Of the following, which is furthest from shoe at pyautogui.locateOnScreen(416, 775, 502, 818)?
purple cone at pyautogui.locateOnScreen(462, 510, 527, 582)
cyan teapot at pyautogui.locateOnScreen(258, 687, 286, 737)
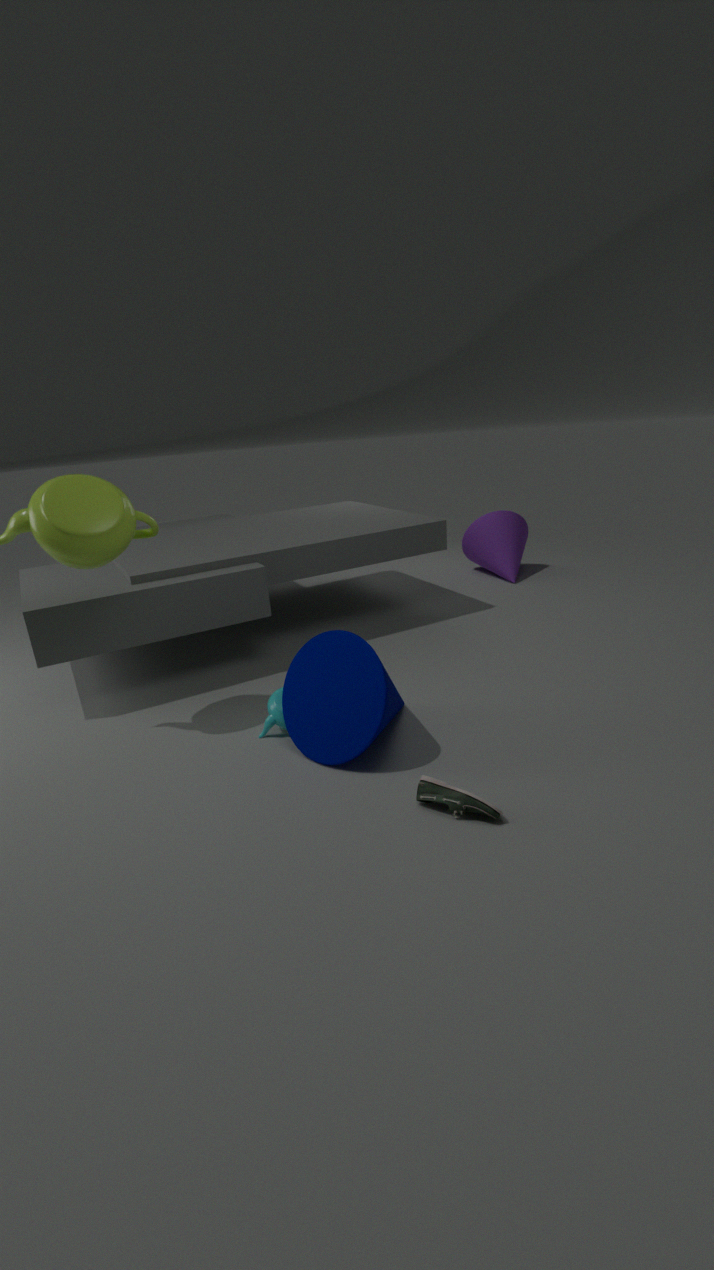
purple cone at pyautogui.locateOnScreen(462, 510, 527, 582)
